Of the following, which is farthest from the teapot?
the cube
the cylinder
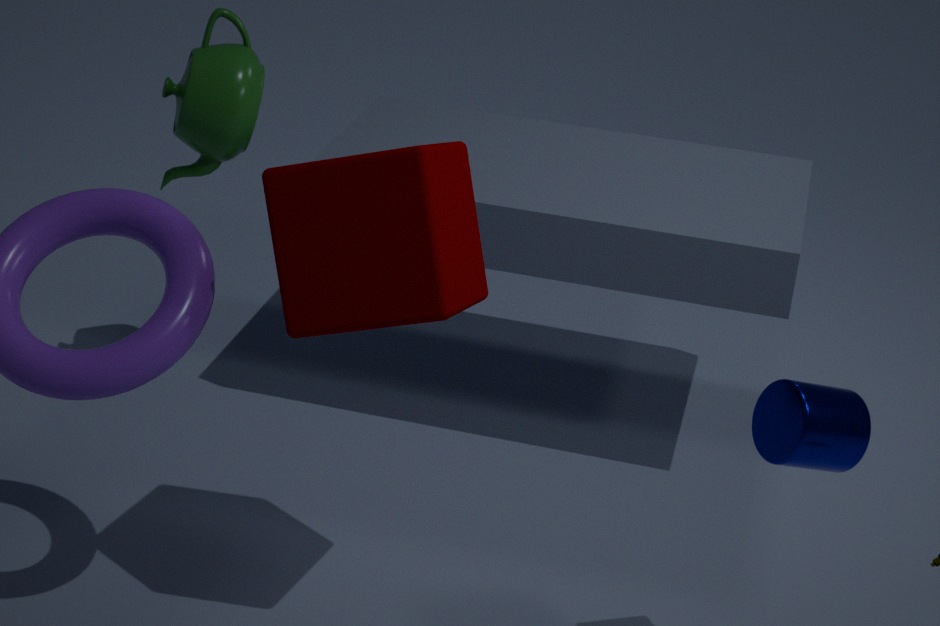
the cylinder
